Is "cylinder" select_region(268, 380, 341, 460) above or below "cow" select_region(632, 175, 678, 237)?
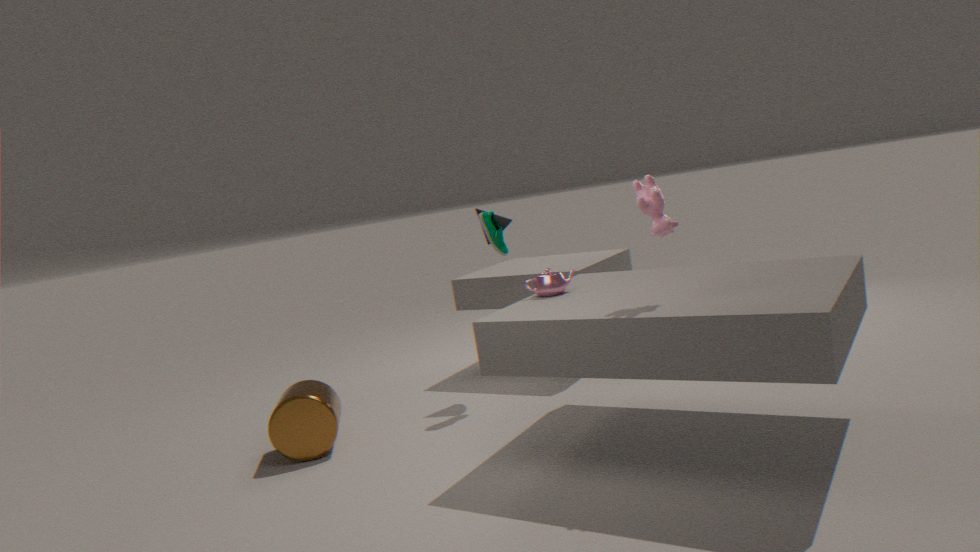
below
